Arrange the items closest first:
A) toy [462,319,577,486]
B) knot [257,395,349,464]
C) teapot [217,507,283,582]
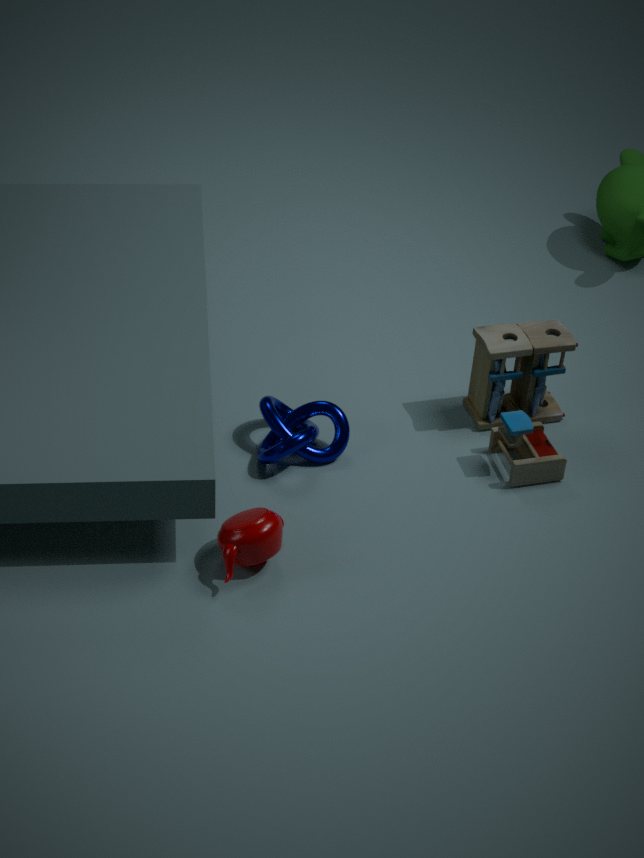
teapot [217,507,283,582], knot [257,395,349,464], toy [462,319,577,486]
